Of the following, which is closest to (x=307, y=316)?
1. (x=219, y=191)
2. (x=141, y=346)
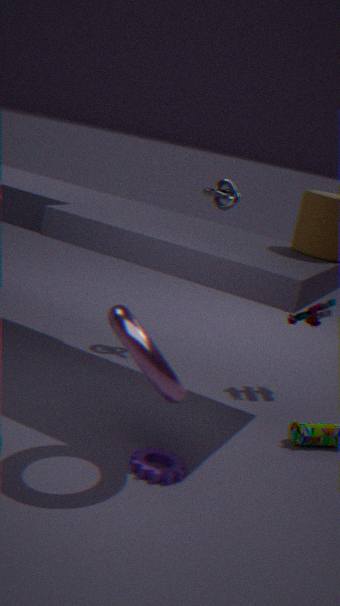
(x=219, y=191)
